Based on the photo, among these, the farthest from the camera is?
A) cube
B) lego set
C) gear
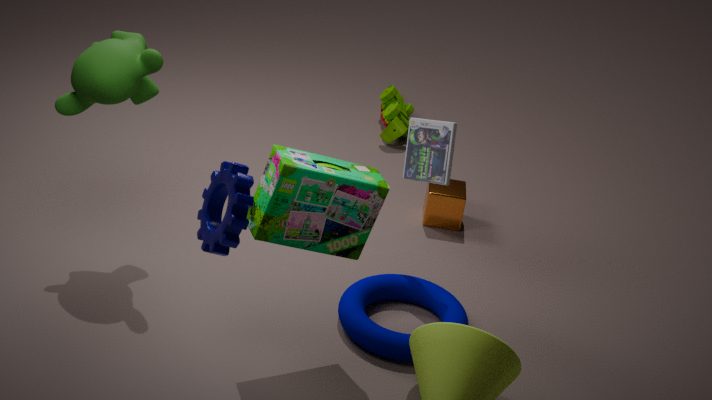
cube
